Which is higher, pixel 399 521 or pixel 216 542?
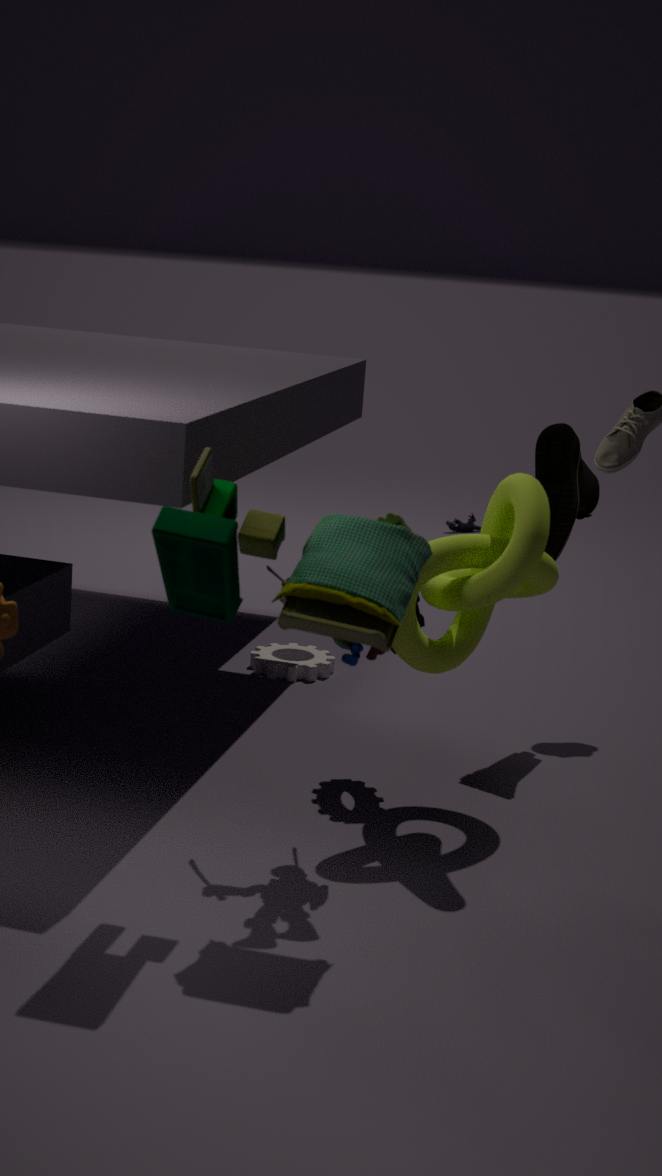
pixel 216 542
